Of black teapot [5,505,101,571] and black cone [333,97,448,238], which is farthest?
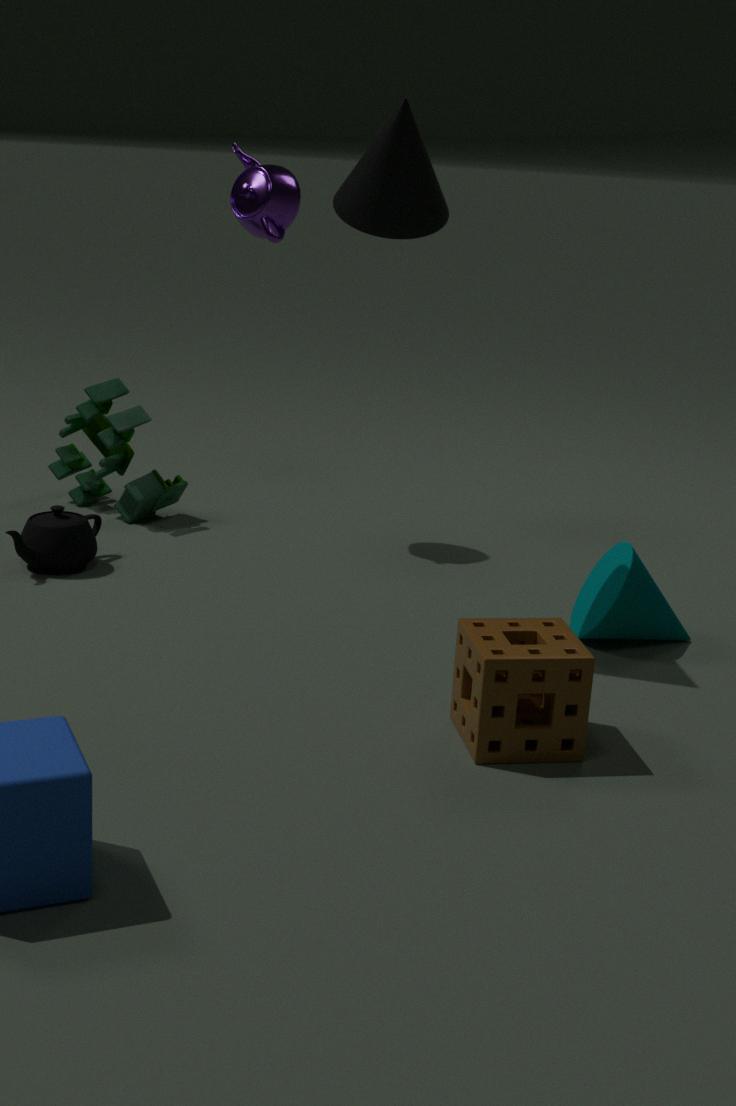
black teapot [5,505,101,571]
